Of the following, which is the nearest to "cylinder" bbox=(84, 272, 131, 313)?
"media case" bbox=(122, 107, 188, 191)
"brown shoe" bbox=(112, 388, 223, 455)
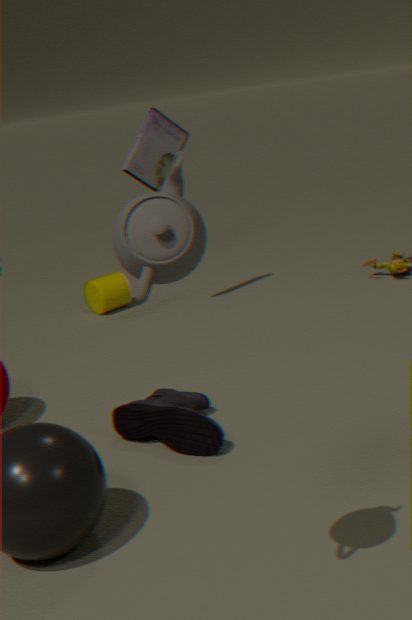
"media case" bbox=(122, 107, 188, 191)
